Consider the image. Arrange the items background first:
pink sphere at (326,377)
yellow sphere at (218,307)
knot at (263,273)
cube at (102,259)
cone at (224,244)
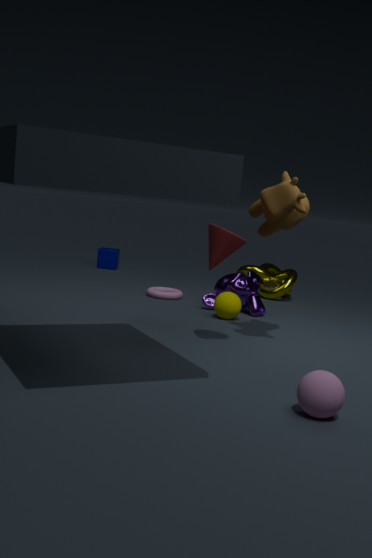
cube at (102,259), knot at (263,273), yellow sphere at (218,307), cone at (224,244), pink sphere at (326,377)
